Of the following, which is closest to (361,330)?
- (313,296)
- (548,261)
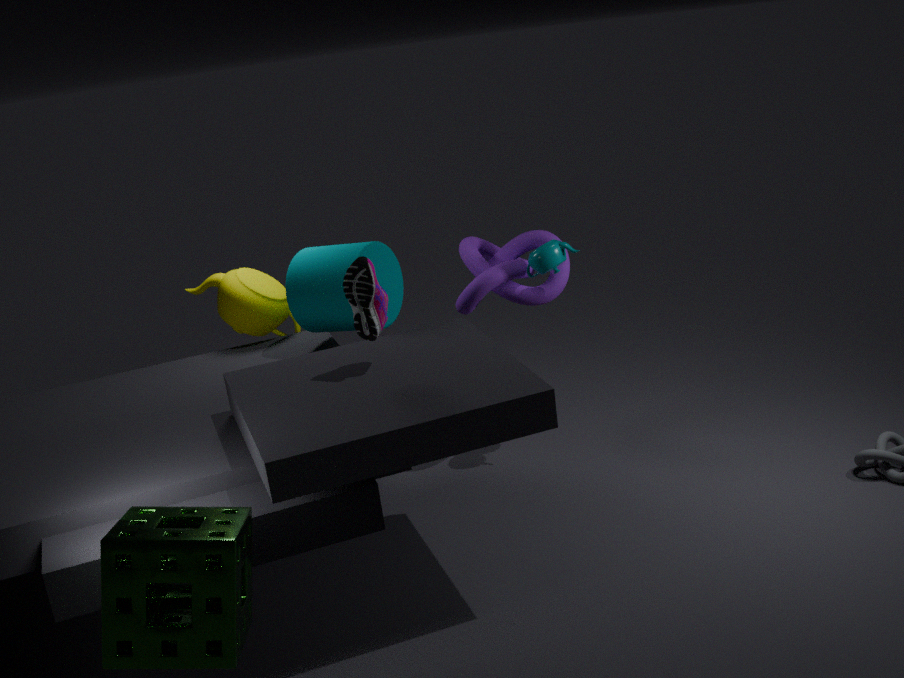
(313,296)
